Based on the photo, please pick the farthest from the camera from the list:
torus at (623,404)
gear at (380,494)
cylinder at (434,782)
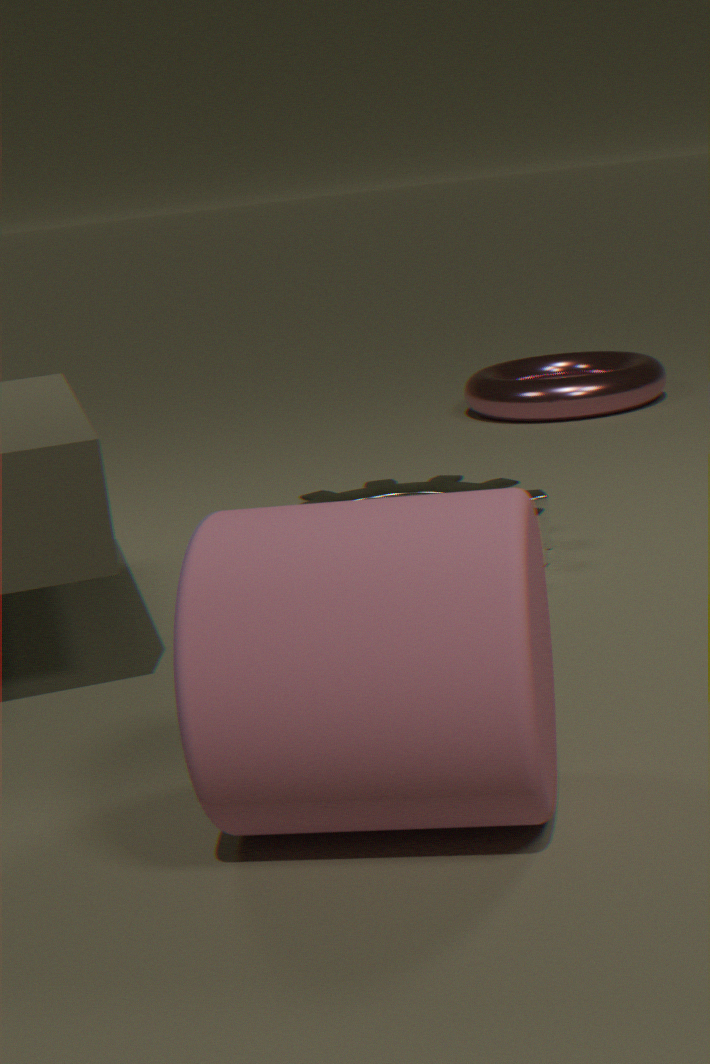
torus at (623,404)
